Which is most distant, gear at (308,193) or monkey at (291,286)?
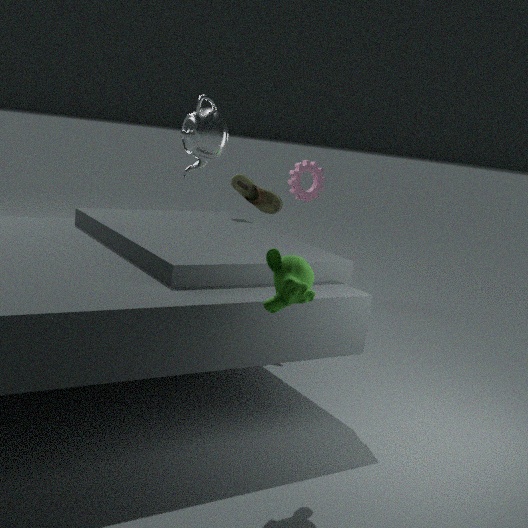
gear at (308,193)
